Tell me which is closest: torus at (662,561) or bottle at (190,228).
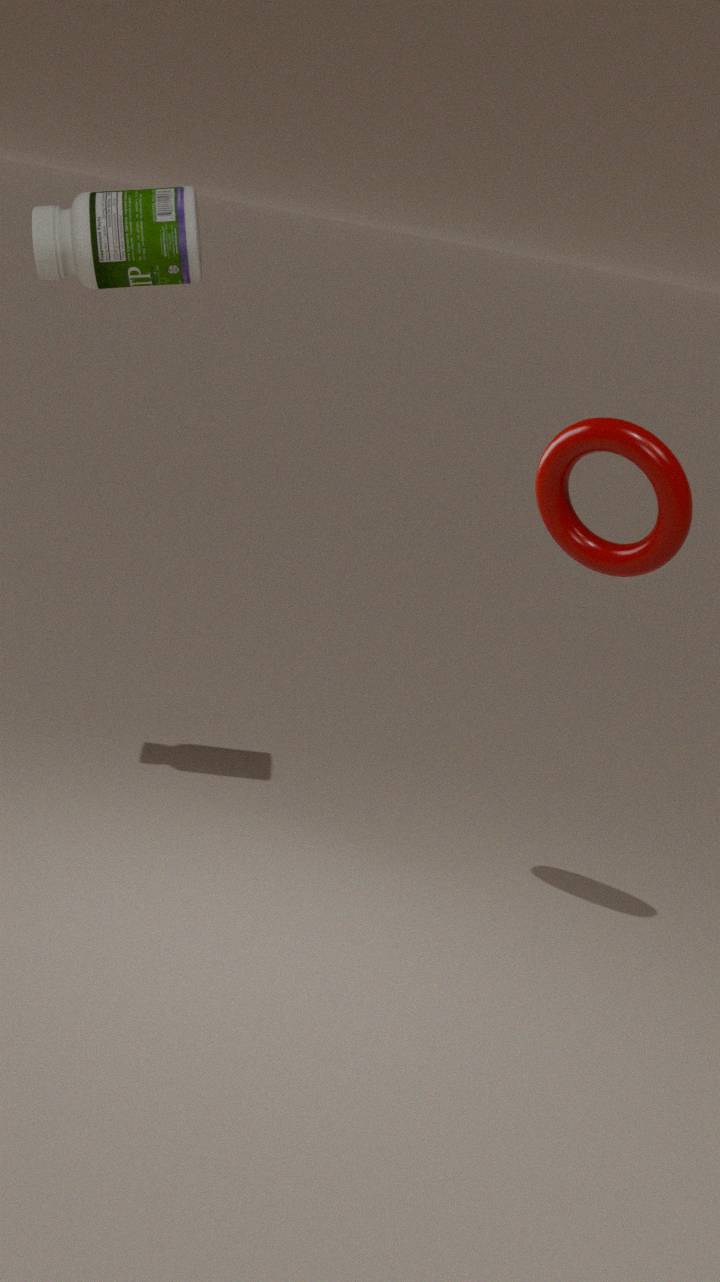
torus at (662,561)
